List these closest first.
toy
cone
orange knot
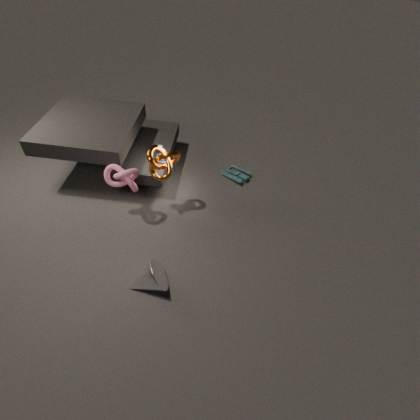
cone
orange knot
toy
